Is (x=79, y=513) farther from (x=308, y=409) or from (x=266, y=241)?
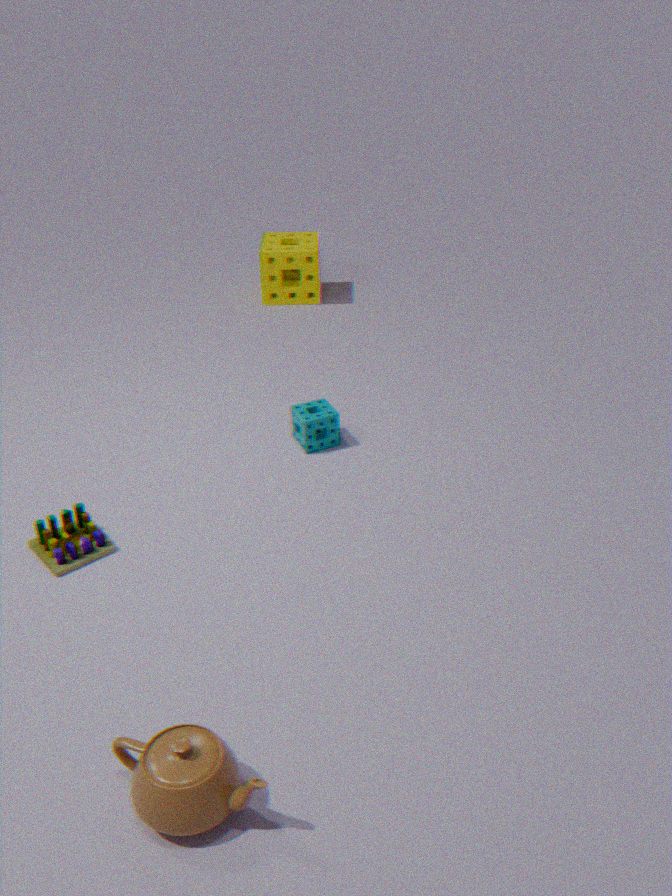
(x=266, y=241)
